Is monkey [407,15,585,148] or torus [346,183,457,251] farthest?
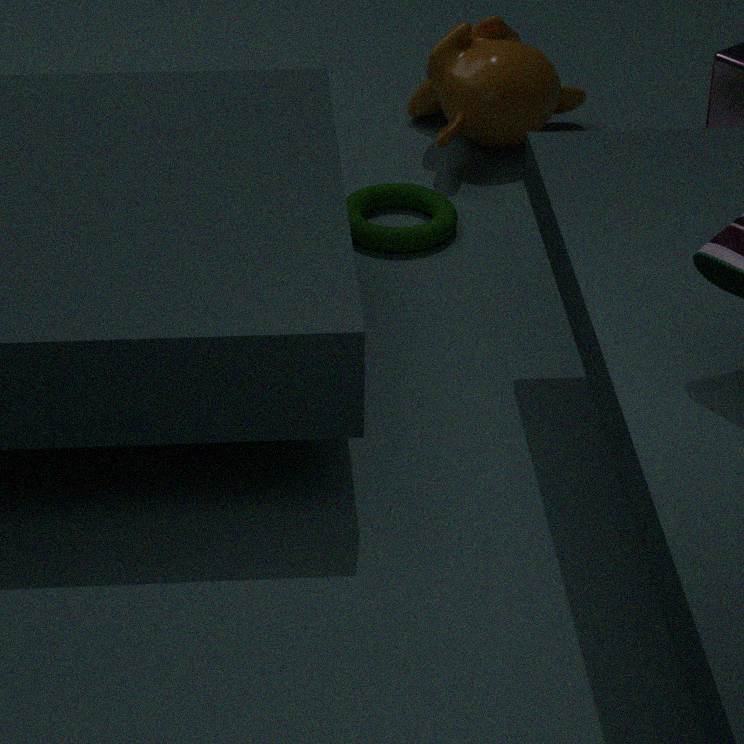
monkey [407,15,585,148]
